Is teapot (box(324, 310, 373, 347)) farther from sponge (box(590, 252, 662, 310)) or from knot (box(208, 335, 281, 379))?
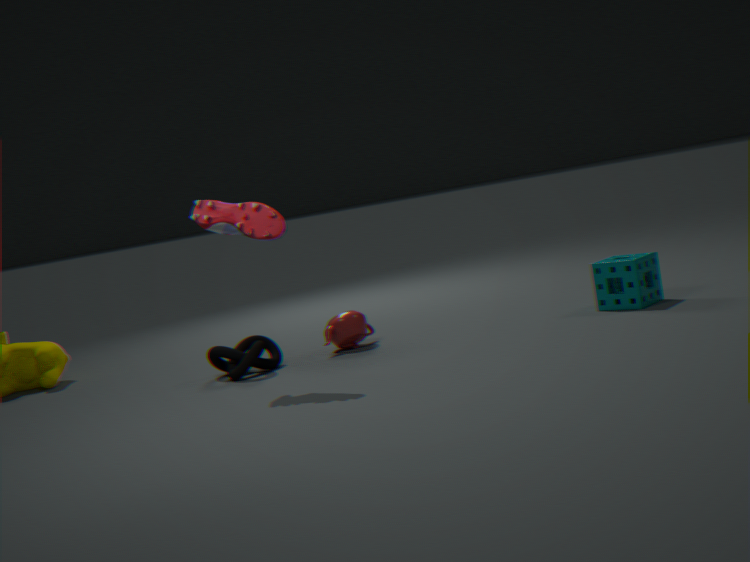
sponge (box(590, 252, 662, 310))
